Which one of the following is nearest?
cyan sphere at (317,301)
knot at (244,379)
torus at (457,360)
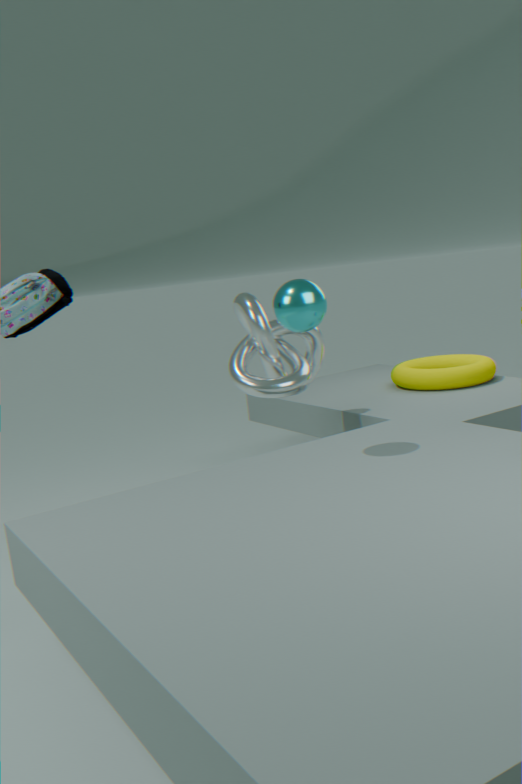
cyan sphere at (317,301)
